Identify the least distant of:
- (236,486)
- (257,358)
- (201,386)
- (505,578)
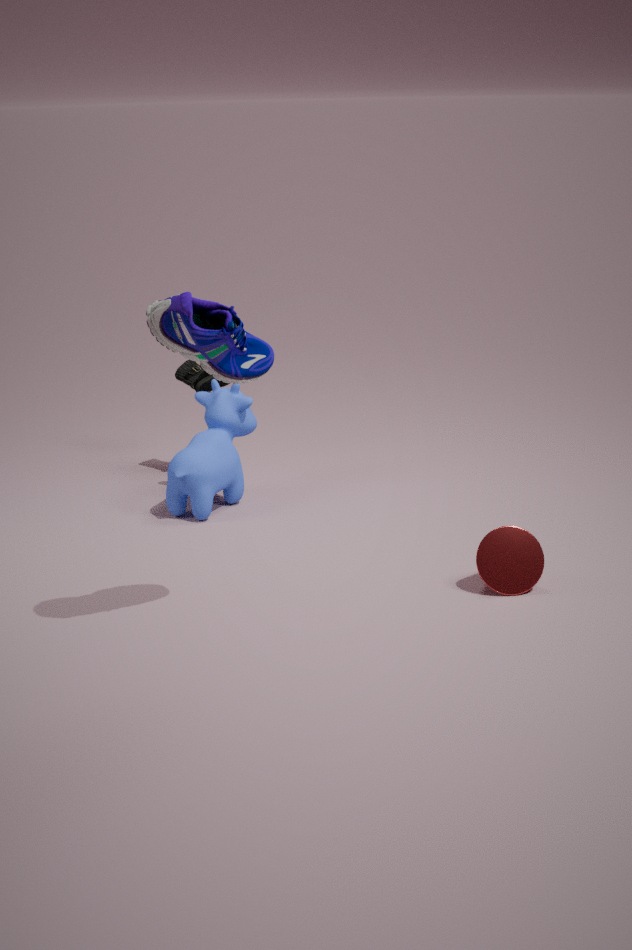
(257,358)
